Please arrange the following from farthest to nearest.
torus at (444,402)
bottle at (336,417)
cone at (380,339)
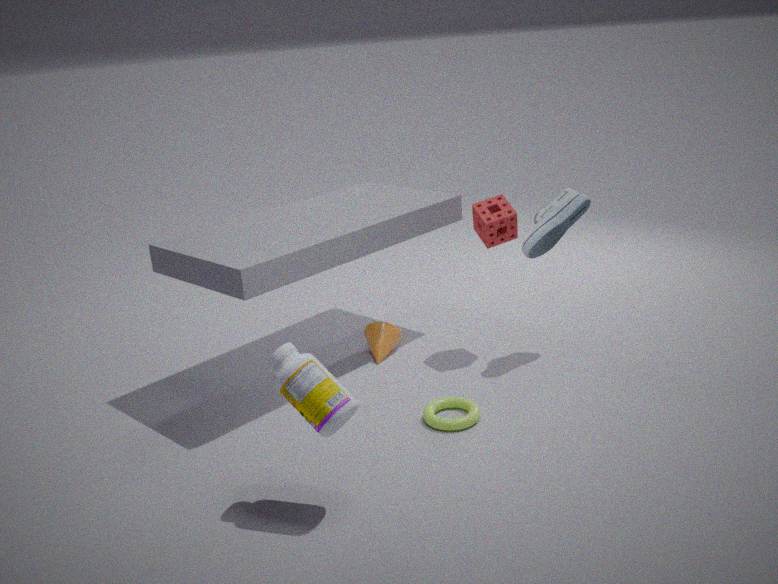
1. cone at (380,339)
2. torus at (444,402)
3. bottle at (336,417)
